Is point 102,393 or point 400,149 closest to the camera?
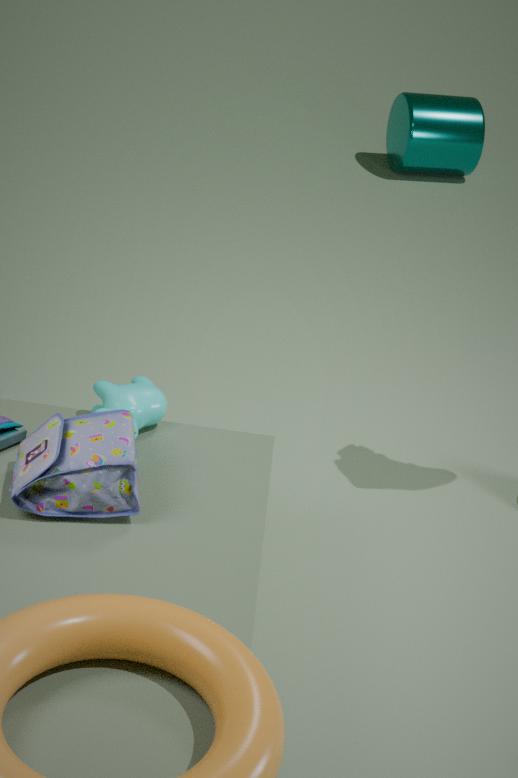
point 102,393
